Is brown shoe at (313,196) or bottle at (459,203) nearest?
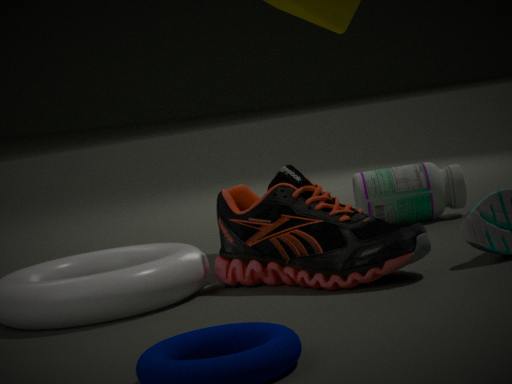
brown shoe at (313,196)
